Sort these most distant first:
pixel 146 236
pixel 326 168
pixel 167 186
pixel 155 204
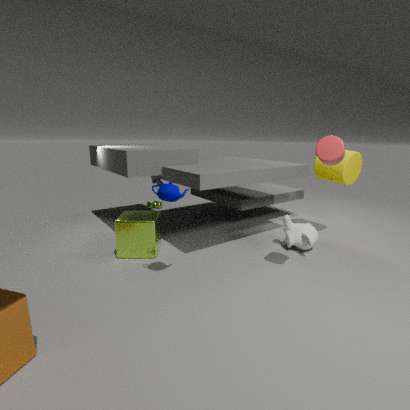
pixel 155 204 → pixel 326 168 → pixel 146 236 → pixel 167 186
